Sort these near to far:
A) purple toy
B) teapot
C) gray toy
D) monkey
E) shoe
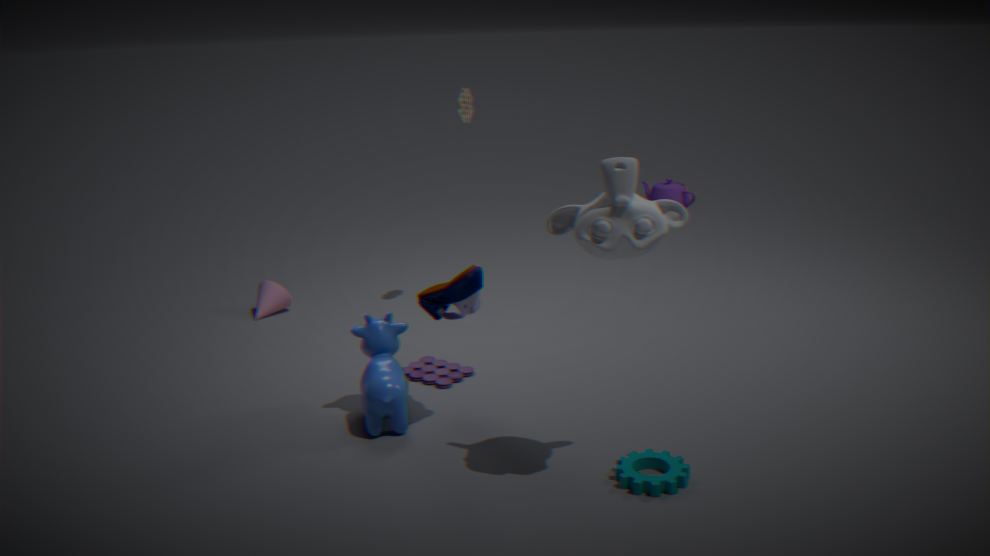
monkey
shoe
purple toy
gray toy
teapot
